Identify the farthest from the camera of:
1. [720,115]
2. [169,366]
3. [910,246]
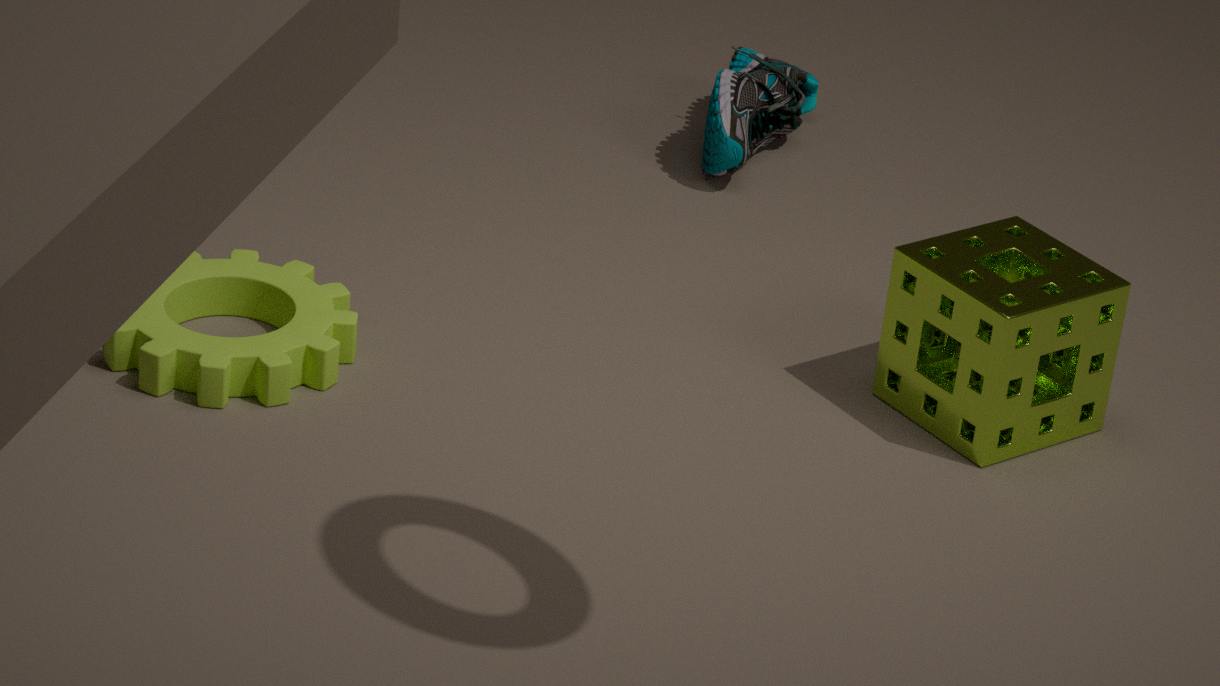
[720,115]
